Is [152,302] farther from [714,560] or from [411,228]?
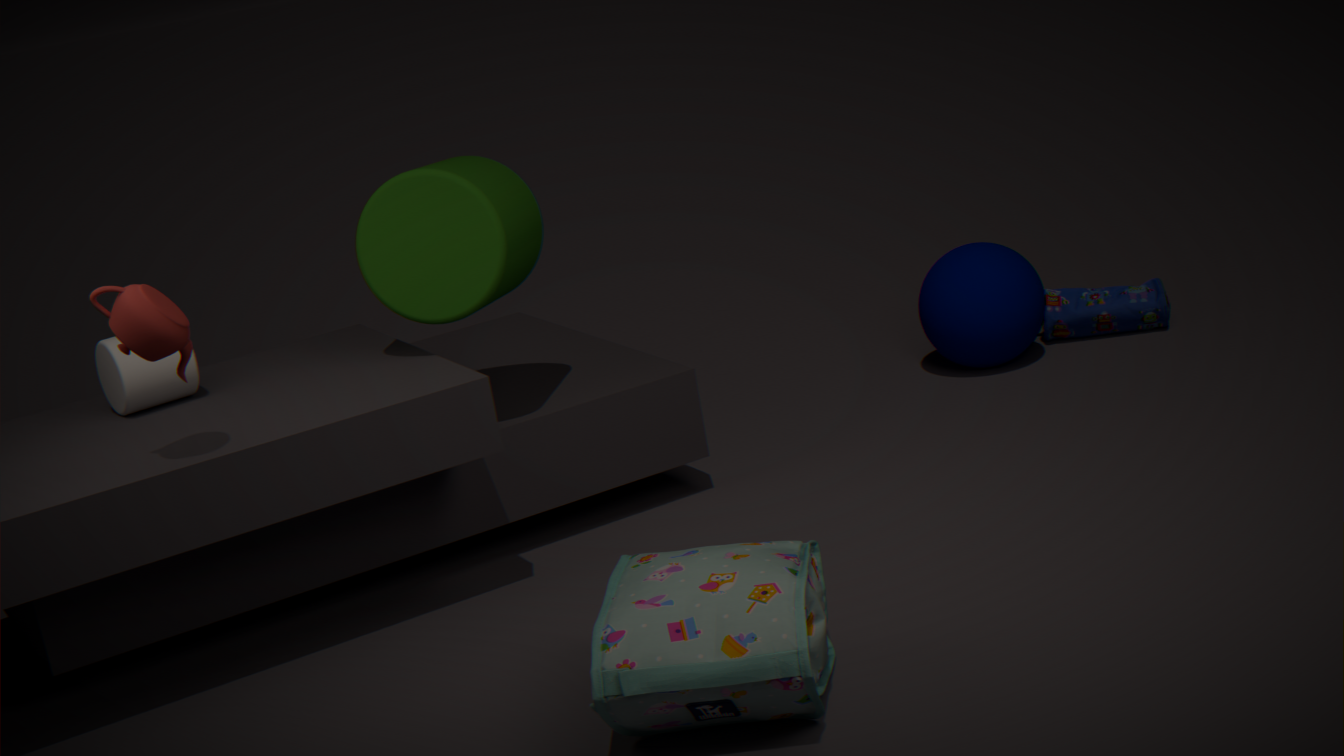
[714,560]
